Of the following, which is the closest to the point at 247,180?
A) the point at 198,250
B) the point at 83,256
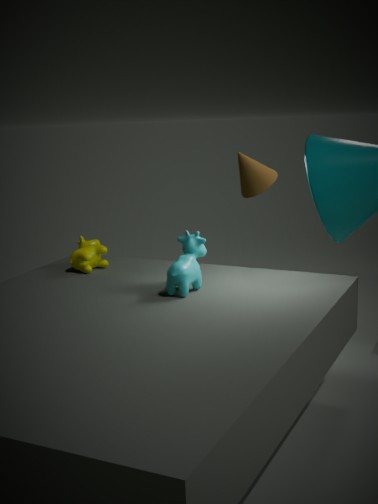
the point at 83,256
